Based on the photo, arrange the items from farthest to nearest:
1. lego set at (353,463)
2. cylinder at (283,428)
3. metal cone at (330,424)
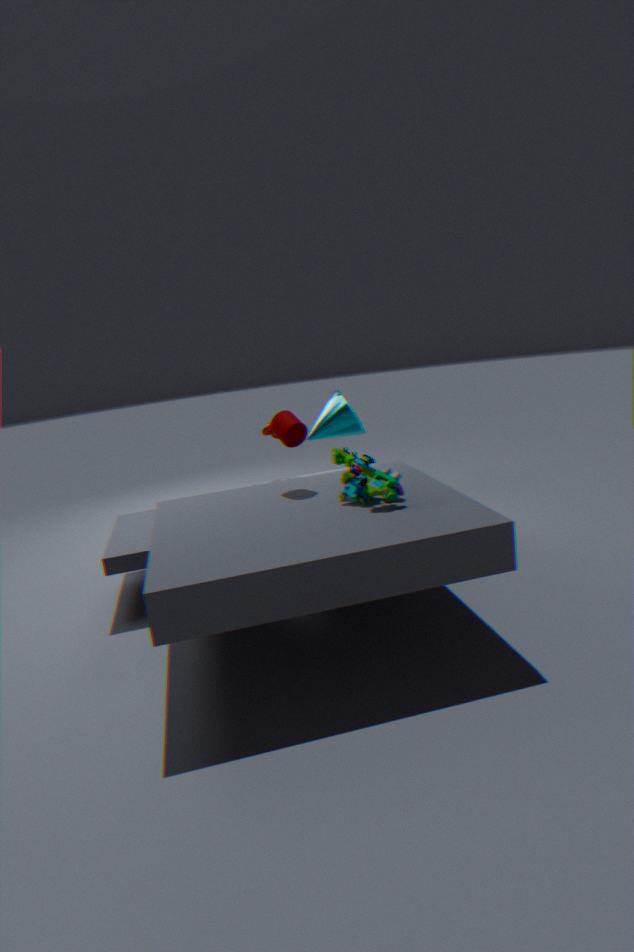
metal cone at (330,424), cylinder at (283,428), lego set at (353,463)
